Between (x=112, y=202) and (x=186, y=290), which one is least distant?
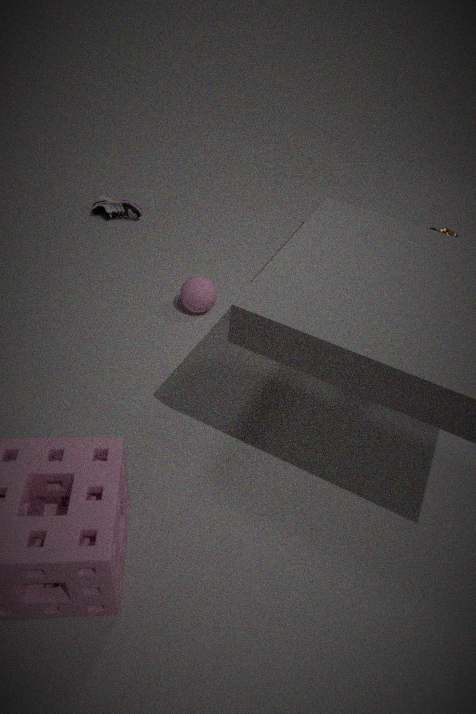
(x=186, y=290)
